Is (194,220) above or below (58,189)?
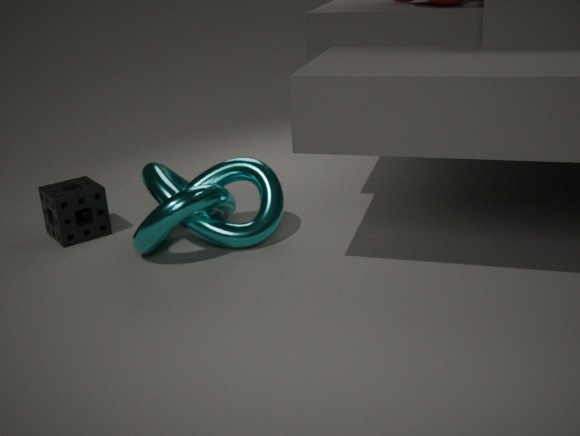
above
